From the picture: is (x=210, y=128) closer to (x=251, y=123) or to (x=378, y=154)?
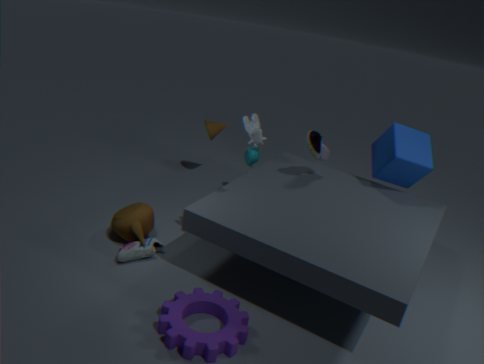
(x=251, y=123)
